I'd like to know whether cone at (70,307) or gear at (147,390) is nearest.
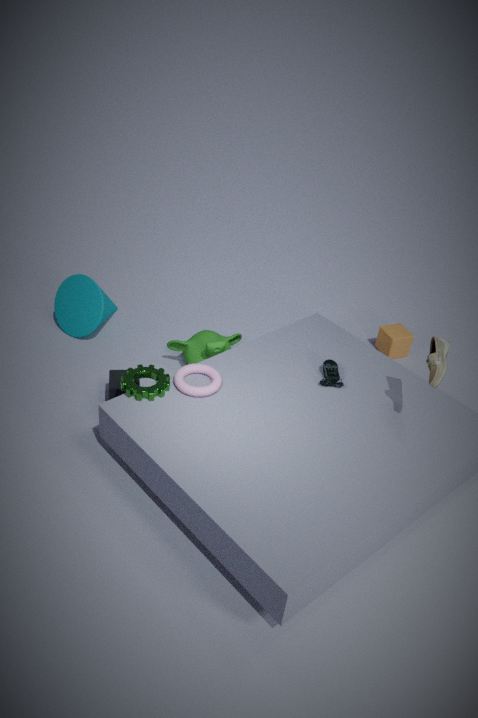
gear at (147,390)
